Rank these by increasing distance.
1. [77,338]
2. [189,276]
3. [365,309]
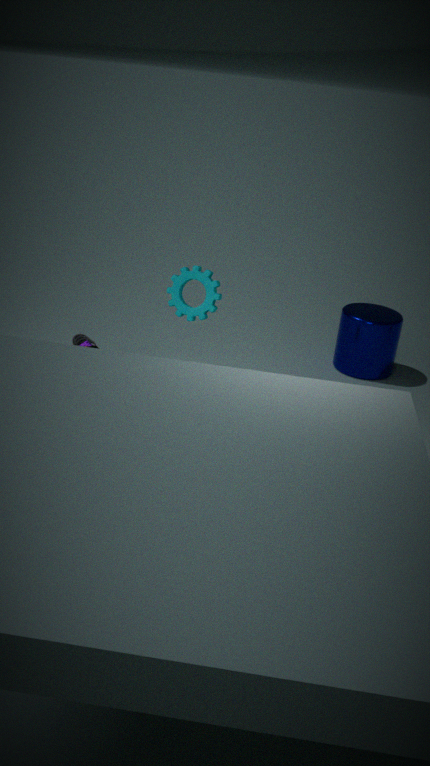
[77,338], [189,276], [365,309]
